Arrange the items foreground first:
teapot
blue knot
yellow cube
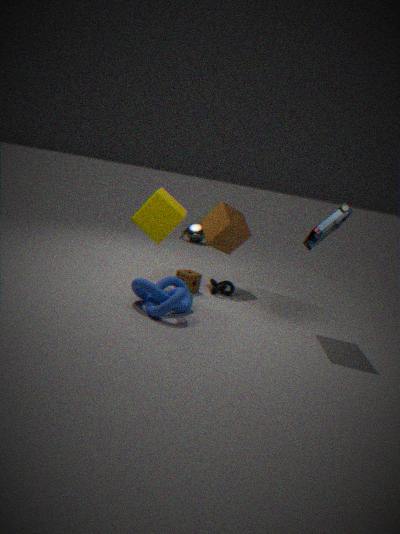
blue knot → yellow cube → teapot
